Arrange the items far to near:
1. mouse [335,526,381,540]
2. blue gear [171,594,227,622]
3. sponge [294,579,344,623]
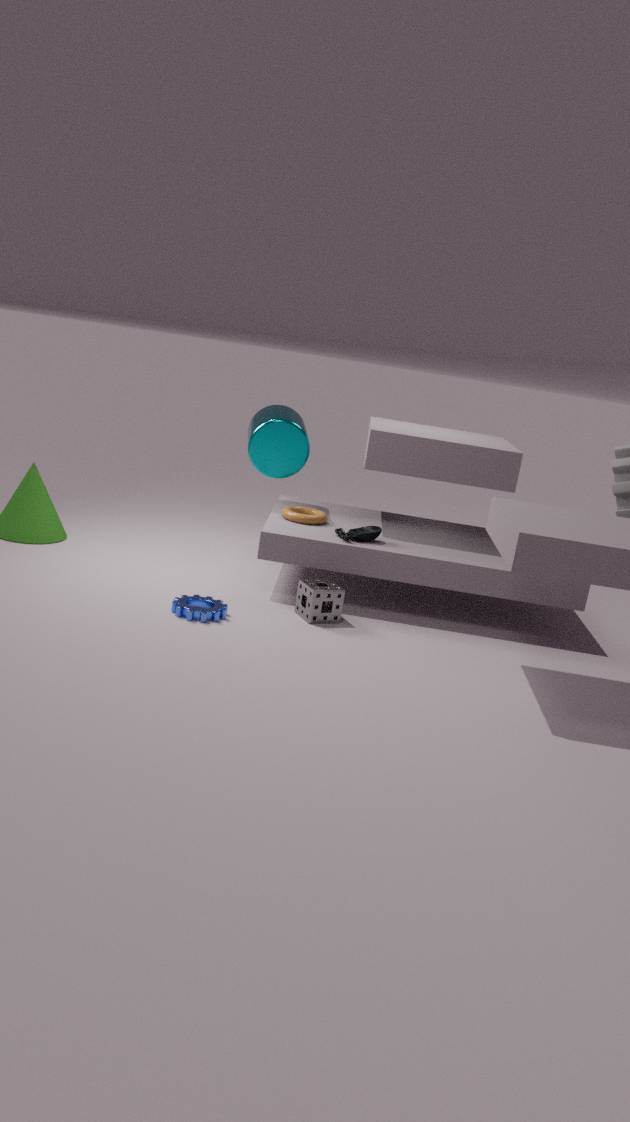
mouse [335,526,381,540], sponge [294,579,344,623], blue gear [171,594,227,622]
